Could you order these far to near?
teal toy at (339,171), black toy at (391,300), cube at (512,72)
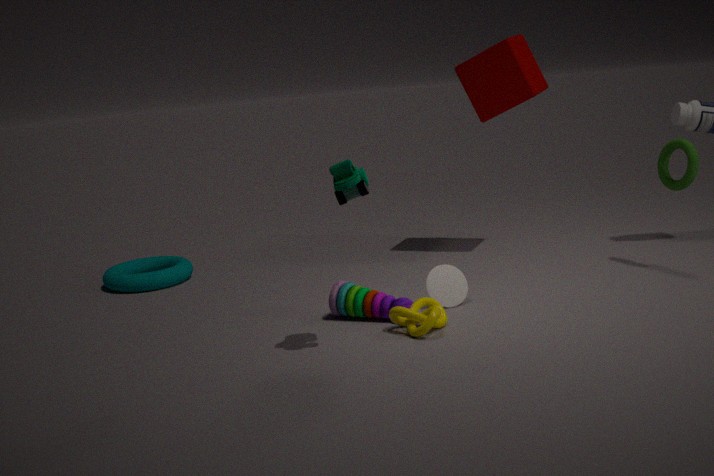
cube at (512,72) → black toy at (391,300) → teal toy at (339,171)
